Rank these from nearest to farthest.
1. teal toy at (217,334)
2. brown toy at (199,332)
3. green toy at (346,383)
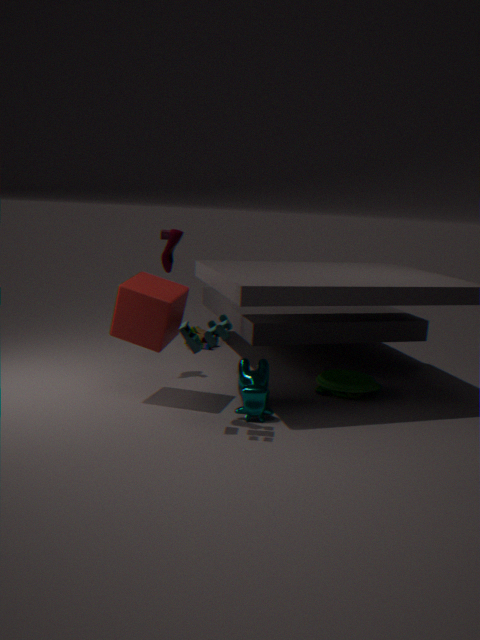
teal toy at (217,334), green toy at (346,383), brown toy at (199,332)
